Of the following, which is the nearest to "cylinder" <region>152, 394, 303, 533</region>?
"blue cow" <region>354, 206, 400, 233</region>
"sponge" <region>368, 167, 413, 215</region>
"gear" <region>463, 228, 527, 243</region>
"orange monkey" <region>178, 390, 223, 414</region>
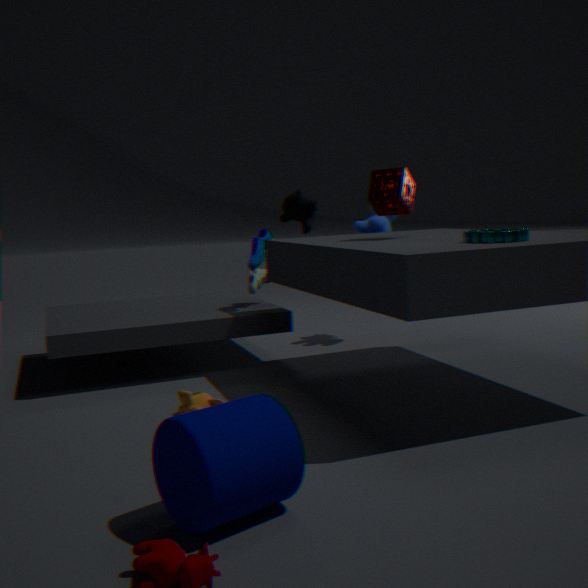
"orange monkey" <region>178, 390, 223, 414</region>
